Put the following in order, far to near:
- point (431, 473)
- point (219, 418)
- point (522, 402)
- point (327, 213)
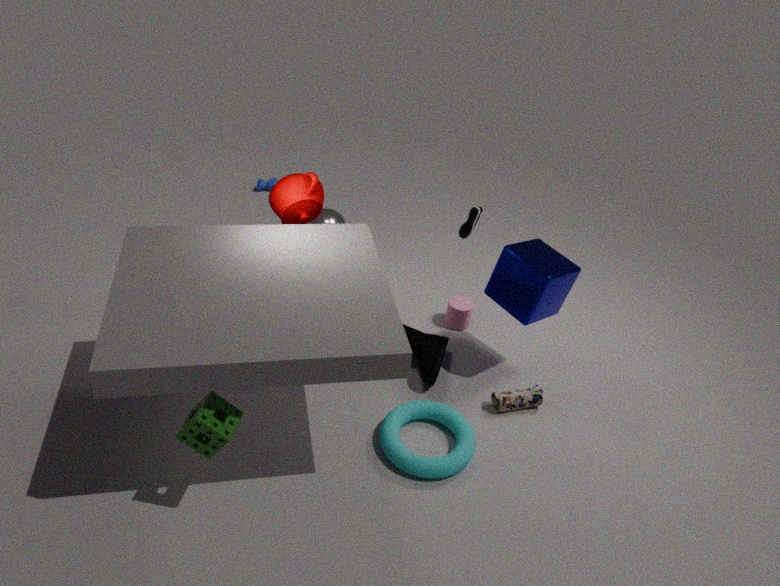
point (327, 213) < point (522, 402) < point (431, 473) < point (219, 418)
